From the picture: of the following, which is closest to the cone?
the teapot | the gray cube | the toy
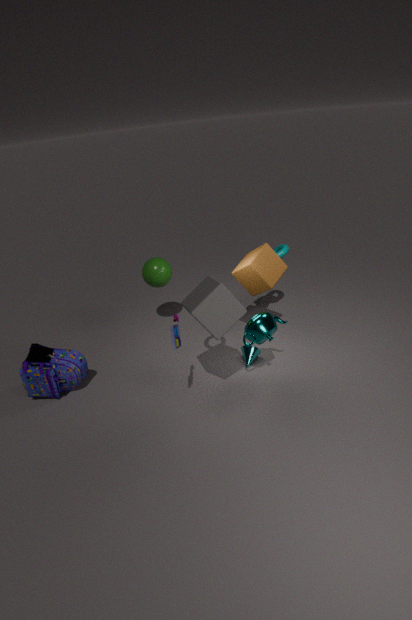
the teapot
